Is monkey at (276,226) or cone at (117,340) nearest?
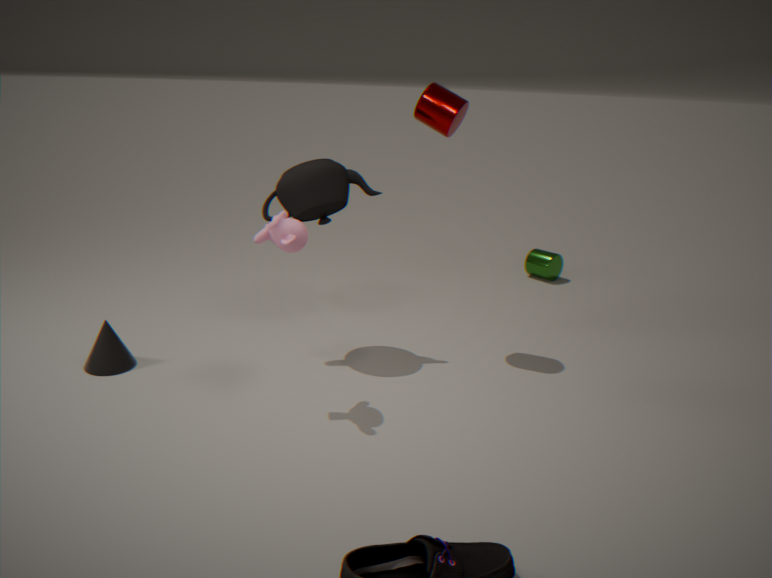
monkey at (276,226)
